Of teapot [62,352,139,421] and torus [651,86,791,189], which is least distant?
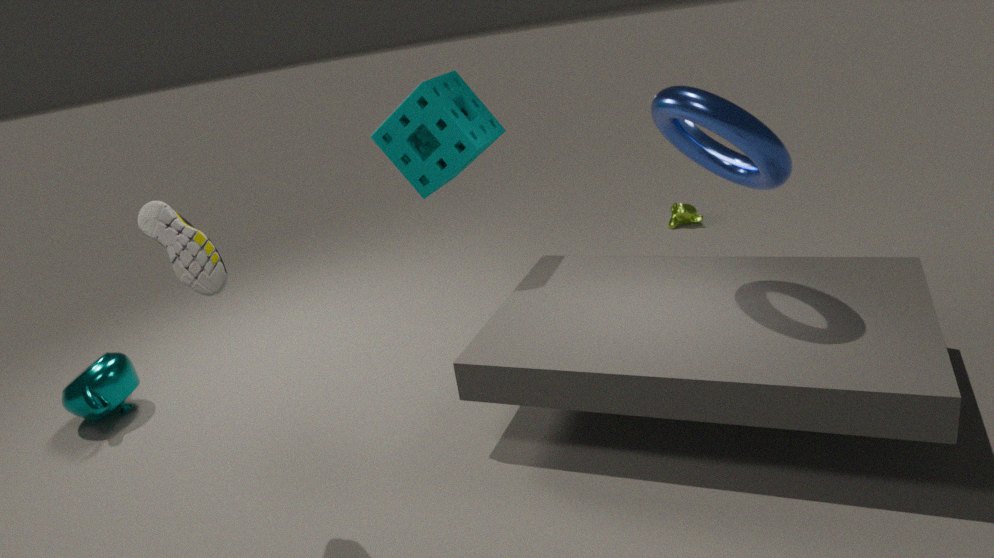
torus [651,86,791,189]
